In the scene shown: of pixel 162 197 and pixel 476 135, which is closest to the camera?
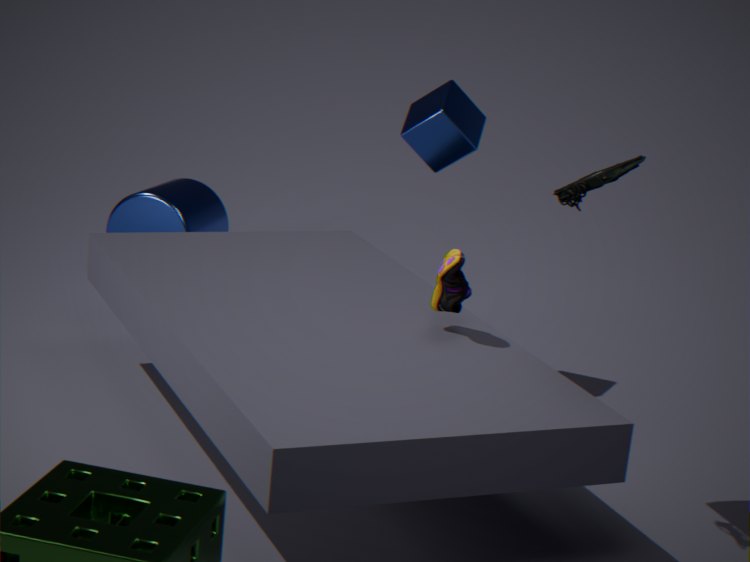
pixel 476 135
